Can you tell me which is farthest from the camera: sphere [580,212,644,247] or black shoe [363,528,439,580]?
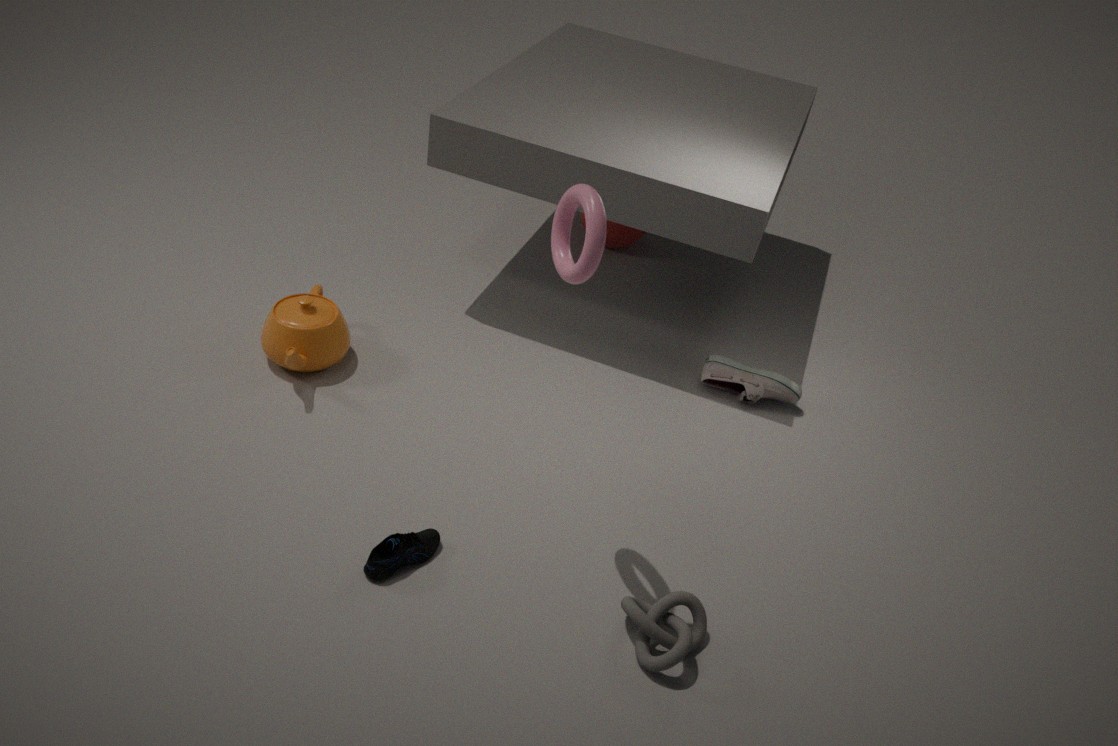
sphere [580,212,644,247]
